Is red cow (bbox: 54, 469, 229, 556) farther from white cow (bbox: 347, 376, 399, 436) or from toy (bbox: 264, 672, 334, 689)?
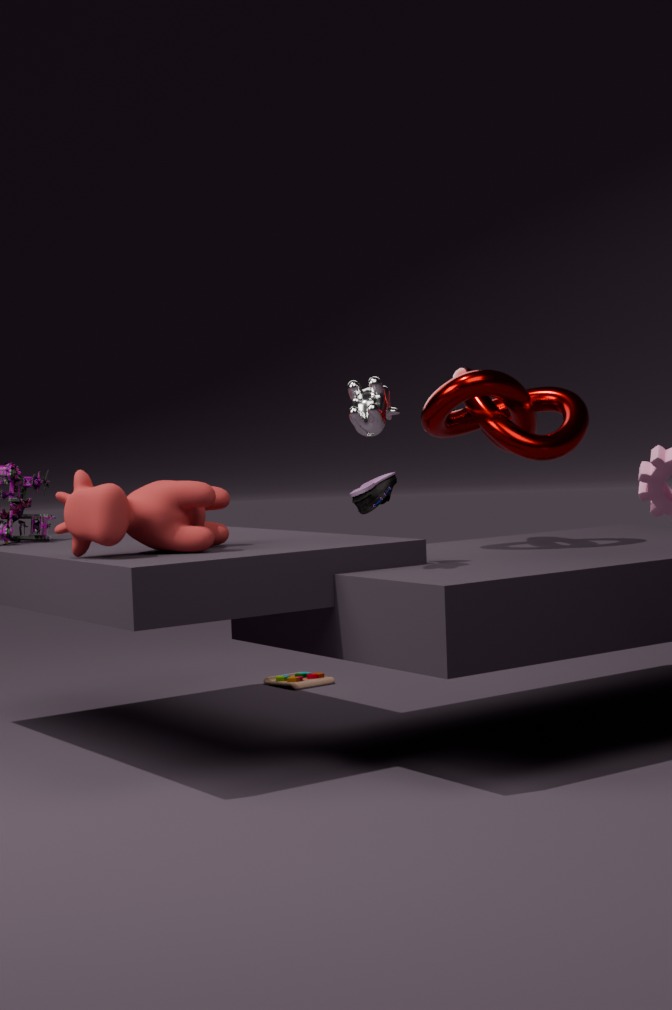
toy (bbox: 264, 672, 334, 689)
